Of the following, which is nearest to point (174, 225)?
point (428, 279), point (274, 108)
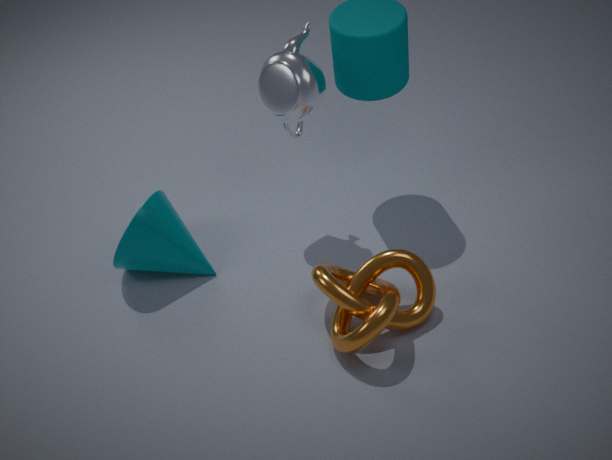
point (274, 108)
